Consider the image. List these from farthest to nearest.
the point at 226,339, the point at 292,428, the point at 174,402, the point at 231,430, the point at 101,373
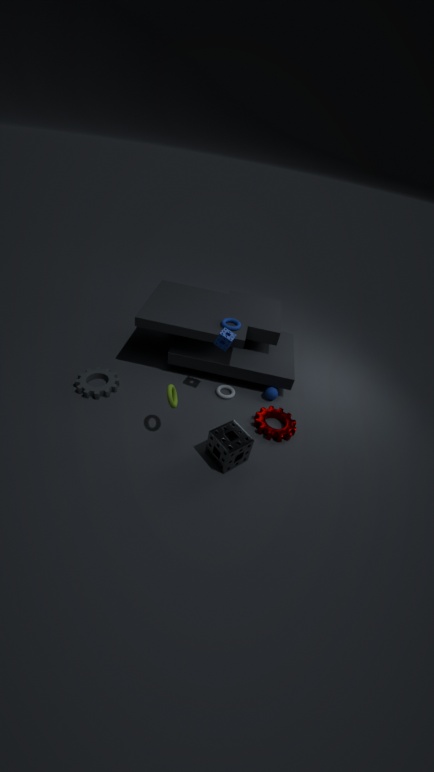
the point at 101,373 → the point at 292,428 → the point at 226,339 → the point at 174,402 → the point at 231,430
